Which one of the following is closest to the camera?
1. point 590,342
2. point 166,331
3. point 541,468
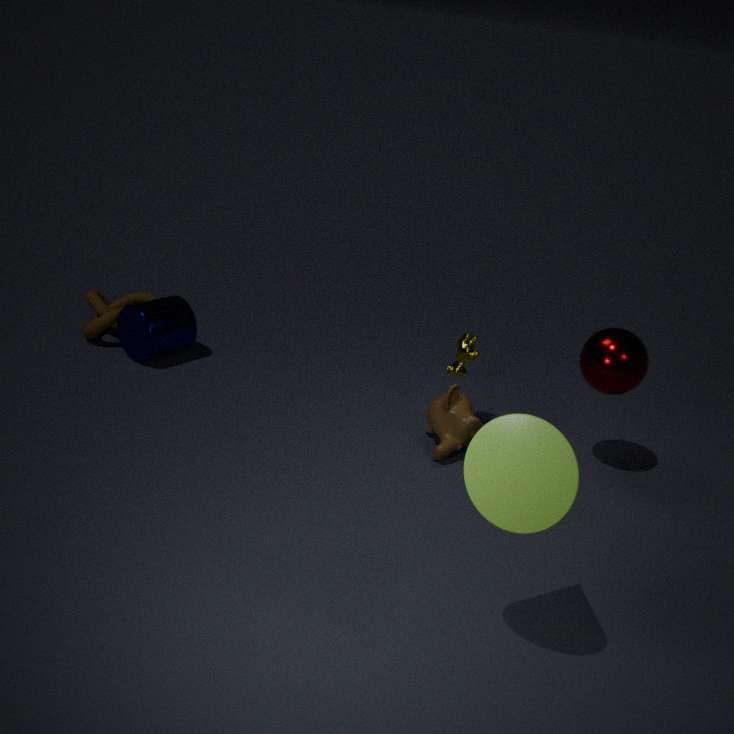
point 541,468
